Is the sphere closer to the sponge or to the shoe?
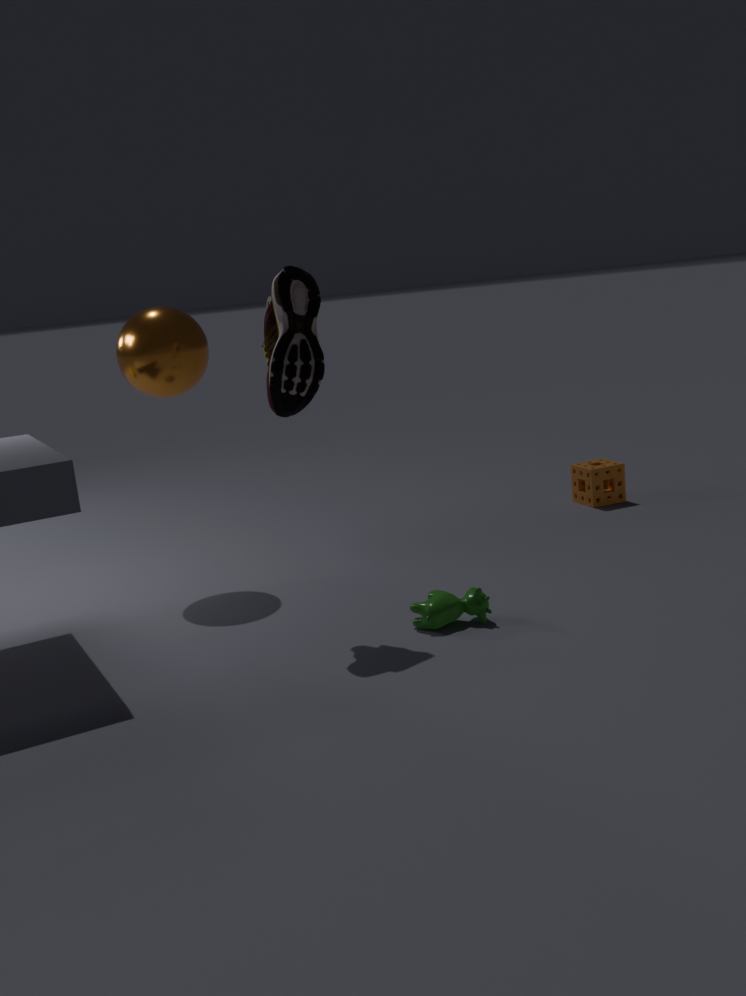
the shoe
